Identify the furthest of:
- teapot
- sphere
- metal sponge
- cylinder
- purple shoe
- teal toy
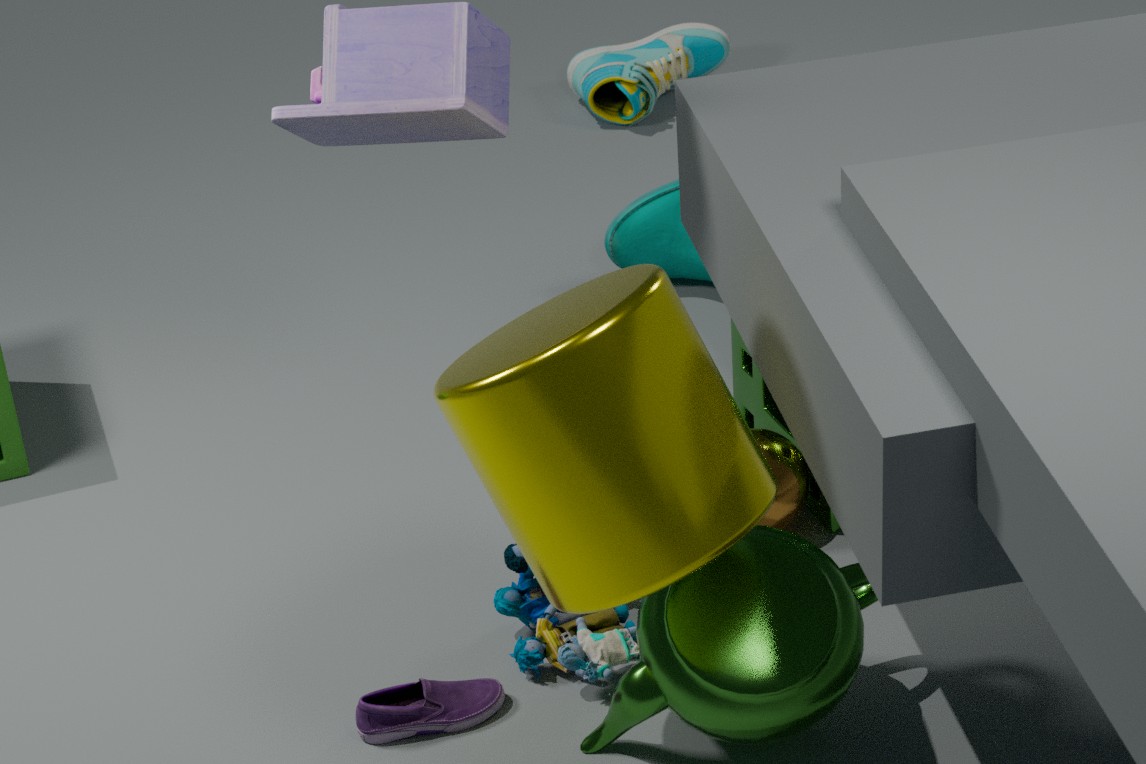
metal sponge
